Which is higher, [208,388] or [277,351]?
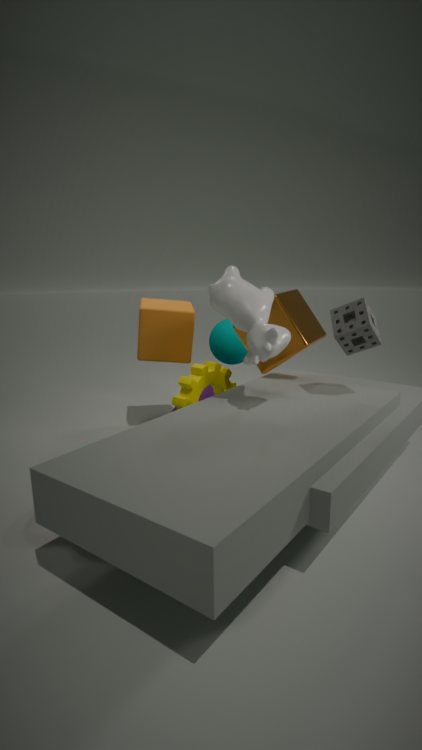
[277,351]
